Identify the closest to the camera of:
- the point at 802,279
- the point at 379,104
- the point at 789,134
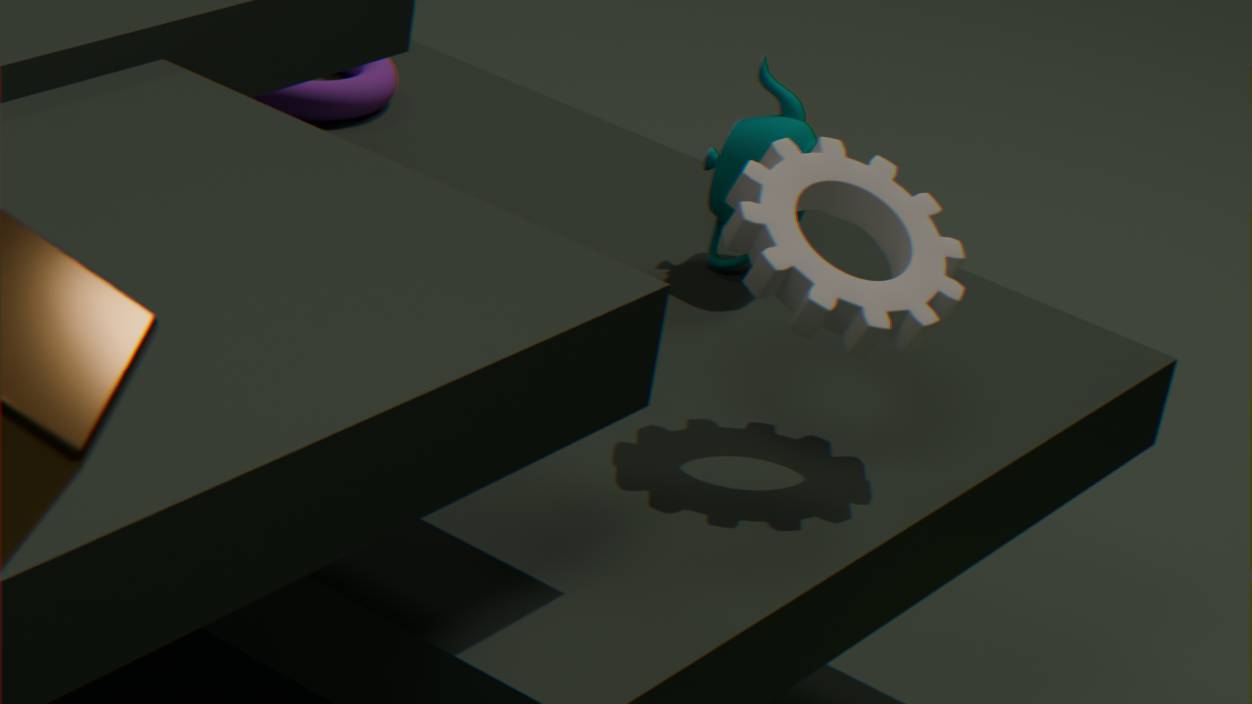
the point at 802,279
